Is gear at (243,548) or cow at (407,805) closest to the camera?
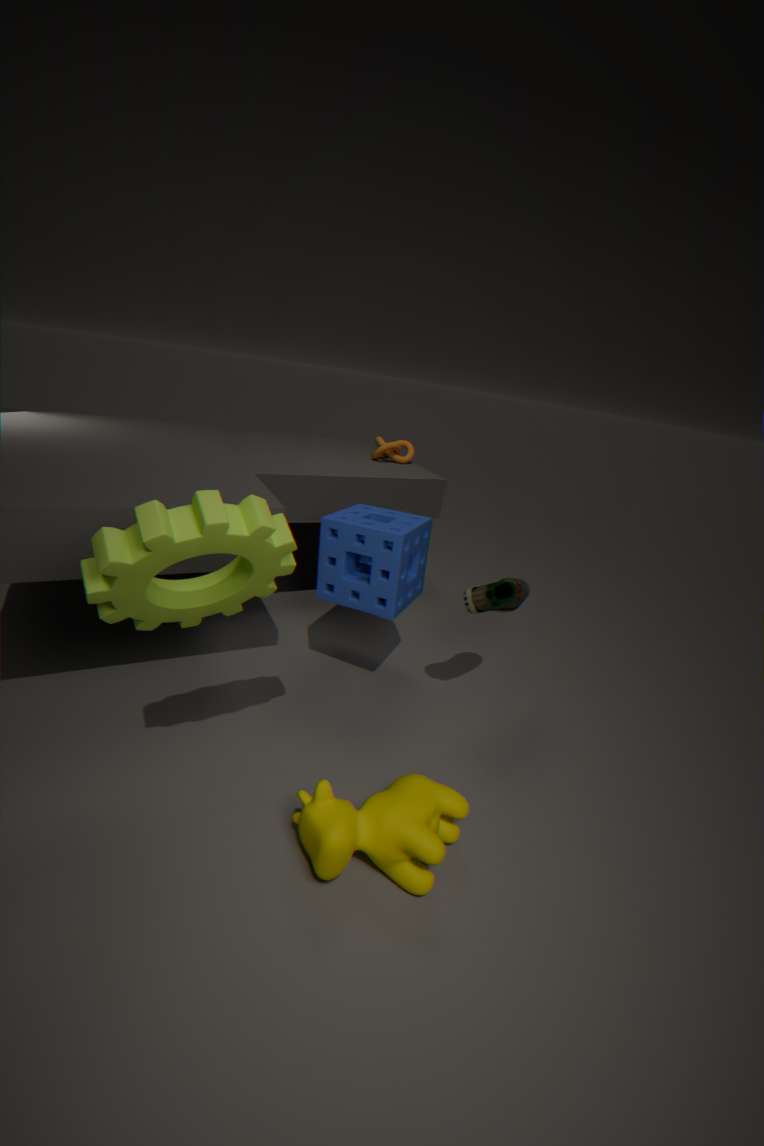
gear at (243,548)
